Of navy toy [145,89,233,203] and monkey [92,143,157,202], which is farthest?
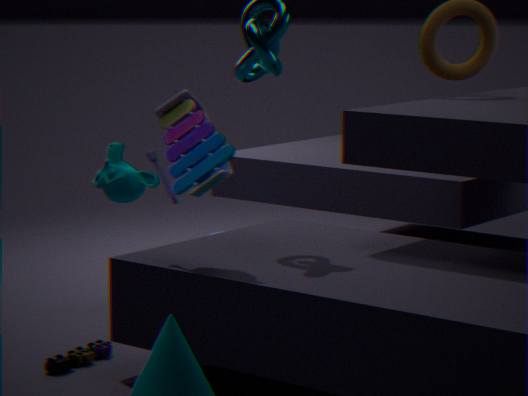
monkey [92,143,157,202]
